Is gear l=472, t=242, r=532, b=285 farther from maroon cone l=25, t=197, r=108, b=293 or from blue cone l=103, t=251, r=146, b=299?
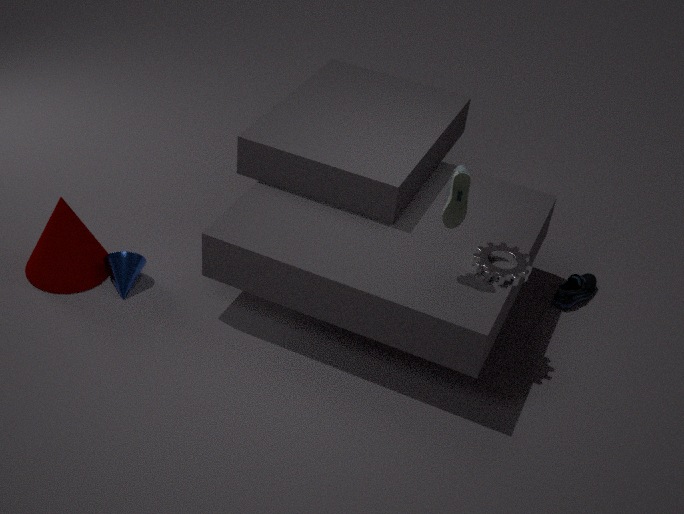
maroon cone l=25, t=197, r=108, b=293
